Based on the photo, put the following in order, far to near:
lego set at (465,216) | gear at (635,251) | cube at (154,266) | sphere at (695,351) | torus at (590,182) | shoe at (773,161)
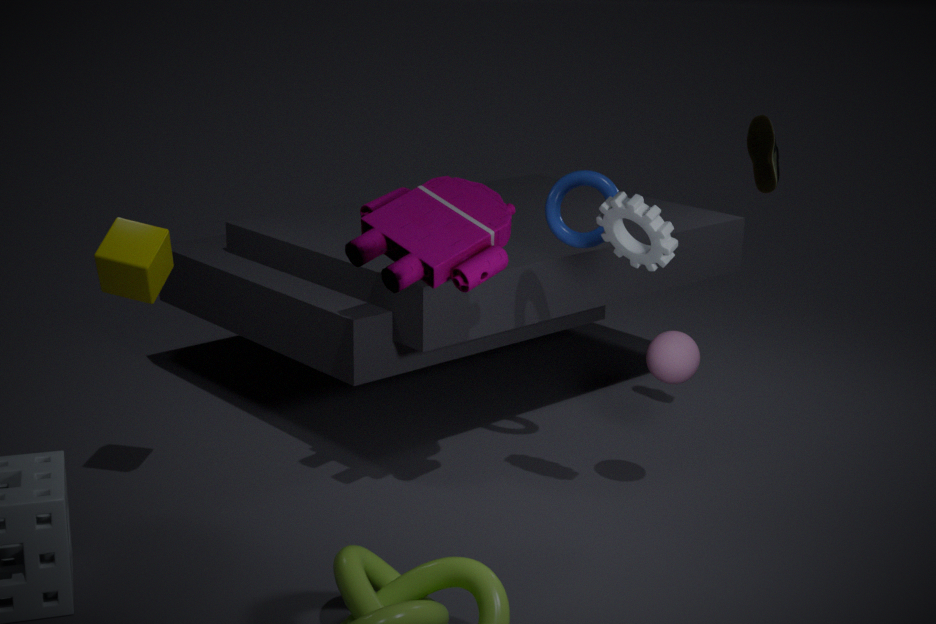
shoe at (773,161) → torus at (590,182) → sphere at (695,351) → cube at (154,266) → lego set at (465,216) → gear at (635,251)
